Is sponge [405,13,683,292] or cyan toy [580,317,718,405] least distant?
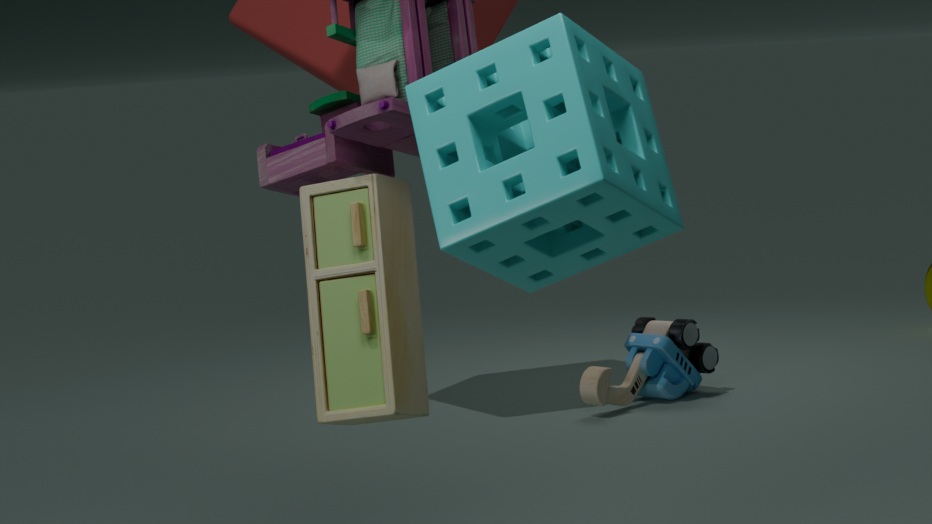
sponge [405,13,683,292]
